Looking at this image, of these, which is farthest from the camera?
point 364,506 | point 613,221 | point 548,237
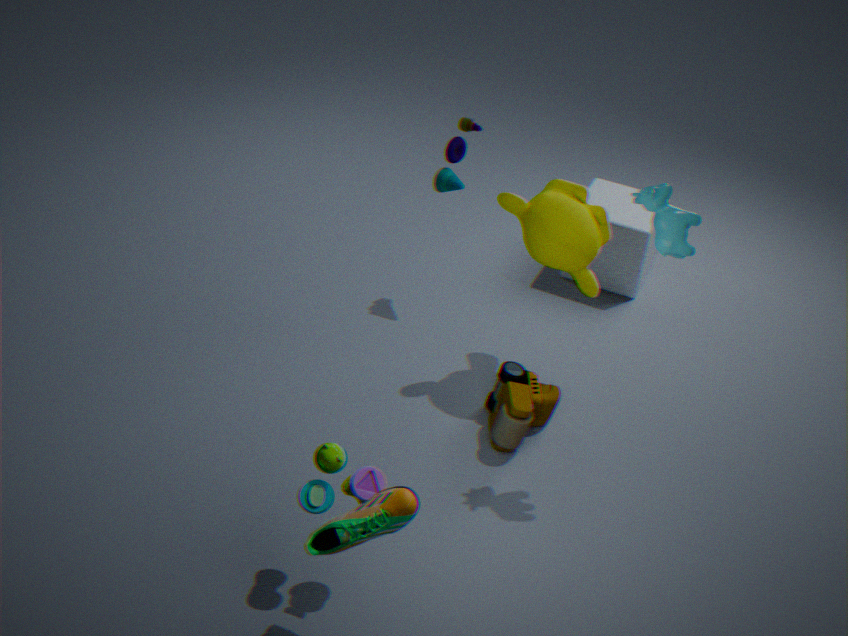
point 613,221
